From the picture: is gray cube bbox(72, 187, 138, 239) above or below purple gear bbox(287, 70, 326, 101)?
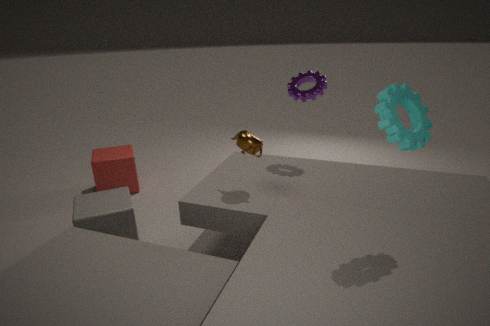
below
